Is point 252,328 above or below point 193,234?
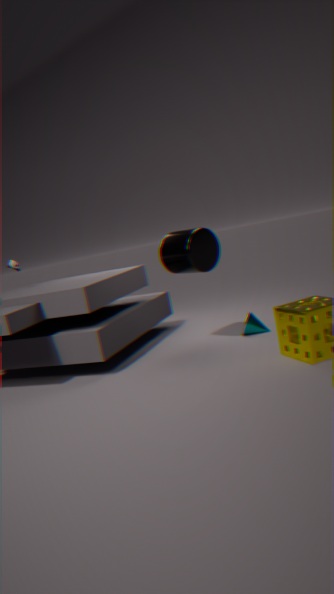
below
